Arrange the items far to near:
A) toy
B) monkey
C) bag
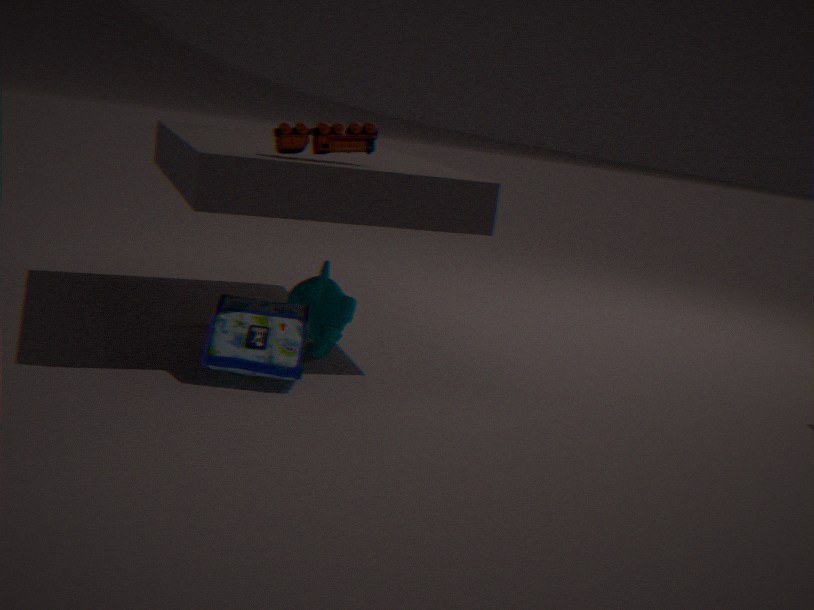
monkey < toy < bag
